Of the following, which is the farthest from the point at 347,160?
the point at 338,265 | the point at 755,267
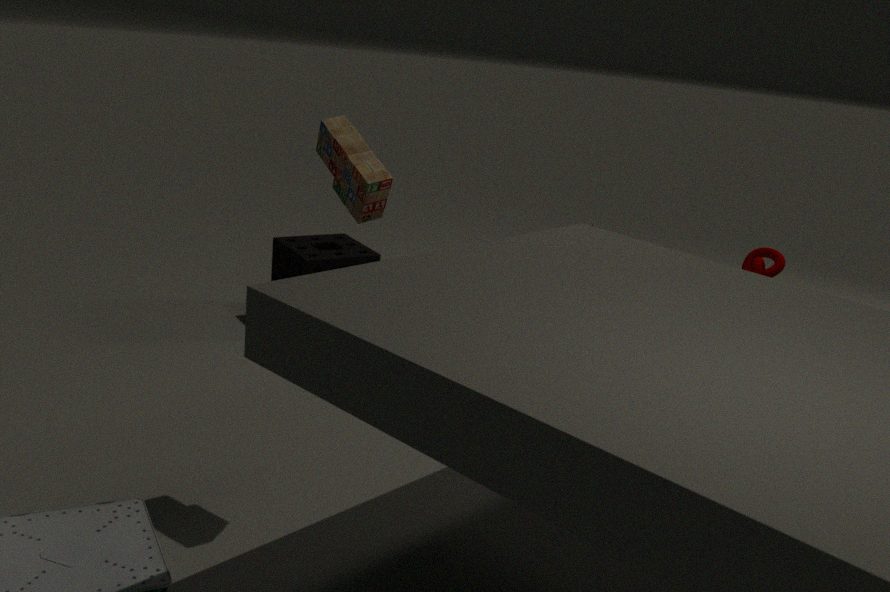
the point at 755,267
